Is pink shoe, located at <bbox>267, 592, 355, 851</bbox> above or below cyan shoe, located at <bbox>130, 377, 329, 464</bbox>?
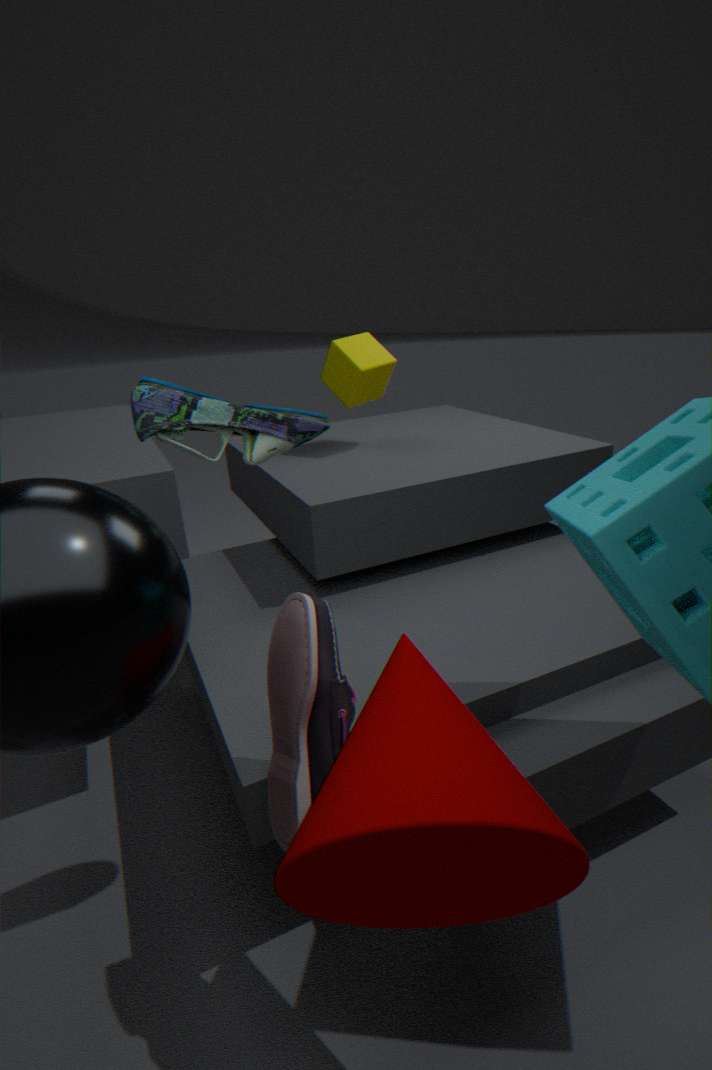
below
